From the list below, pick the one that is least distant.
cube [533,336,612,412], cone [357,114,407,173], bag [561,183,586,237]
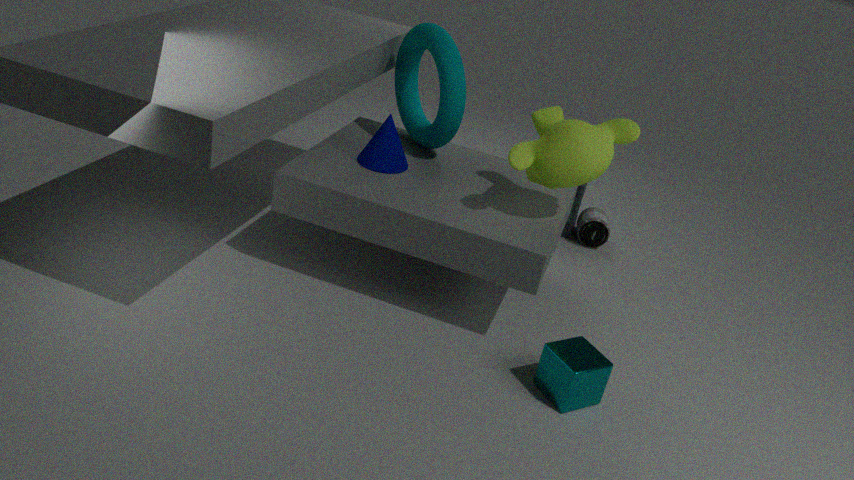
cube [533,336,612,412]
